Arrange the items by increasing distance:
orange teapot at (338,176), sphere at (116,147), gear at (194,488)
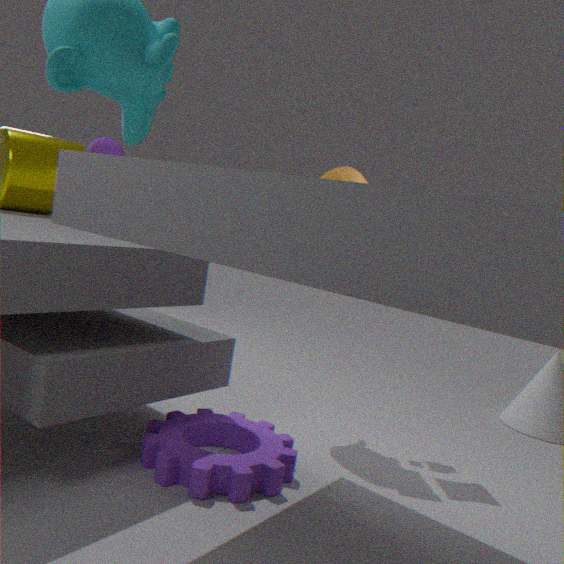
A: gear at (194,488)
orange teapot at (338,176)
sphere at (116,147)
